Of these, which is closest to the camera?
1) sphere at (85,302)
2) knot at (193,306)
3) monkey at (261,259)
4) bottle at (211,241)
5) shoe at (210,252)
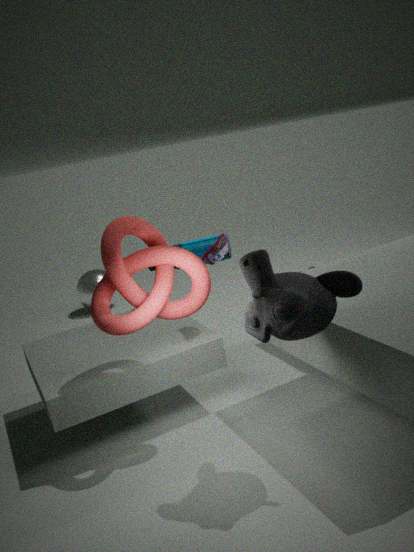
3. monkey at (261,259)
